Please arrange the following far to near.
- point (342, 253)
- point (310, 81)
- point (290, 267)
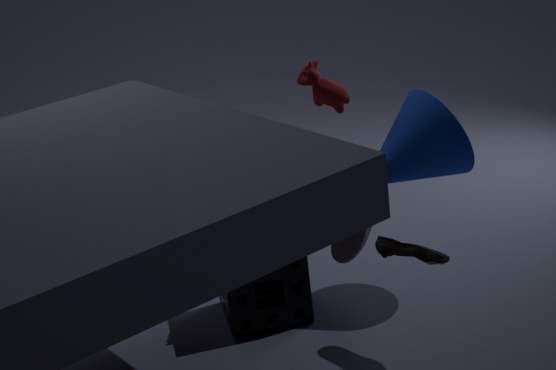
point (290, 267) < point (310, 81) < point (342, 253)
